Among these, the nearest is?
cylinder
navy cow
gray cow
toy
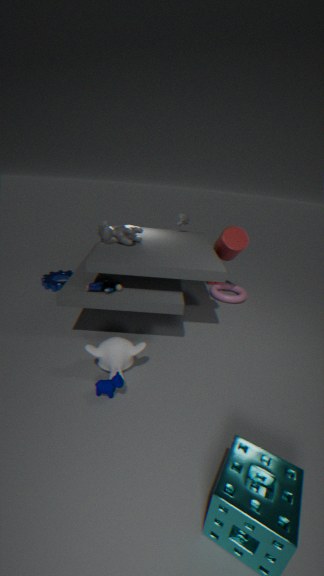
navy cow
